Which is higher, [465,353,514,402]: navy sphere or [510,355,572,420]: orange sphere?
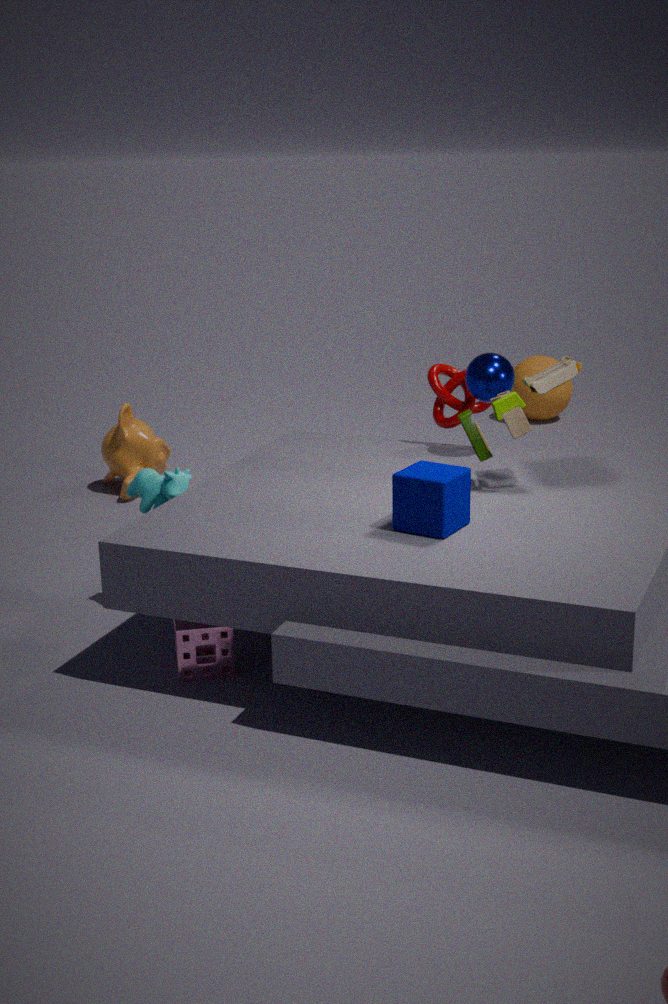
[465,353,514,402]: navy sphere
